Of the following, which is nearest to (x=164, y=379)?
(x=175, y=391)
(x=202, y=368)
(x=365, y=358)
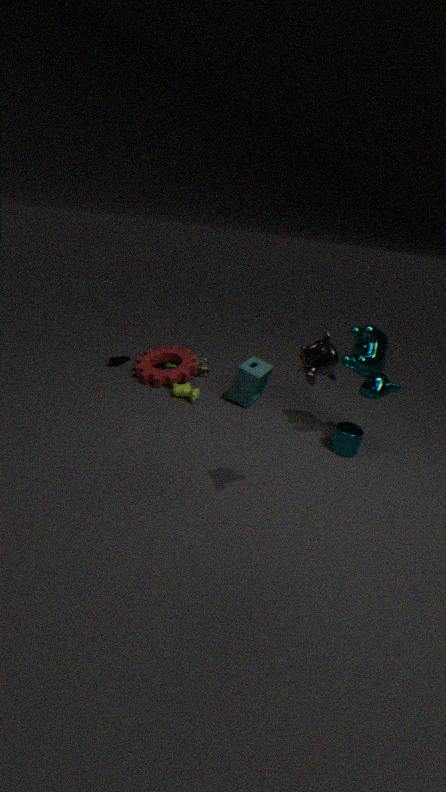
A: (x=202, y=368)
